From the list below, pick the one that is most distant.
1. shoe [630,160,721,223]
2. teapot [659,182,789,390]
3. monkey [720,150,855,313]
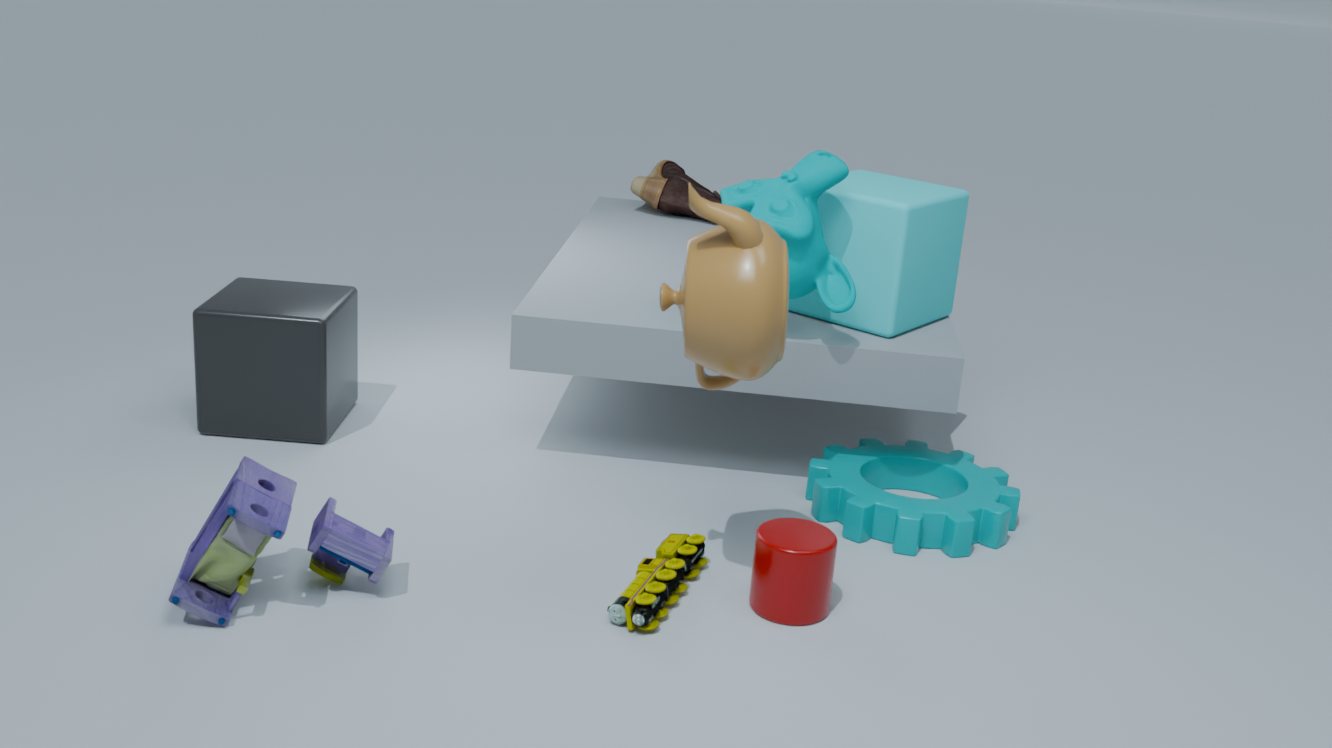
shoe [630,160,721,223]
